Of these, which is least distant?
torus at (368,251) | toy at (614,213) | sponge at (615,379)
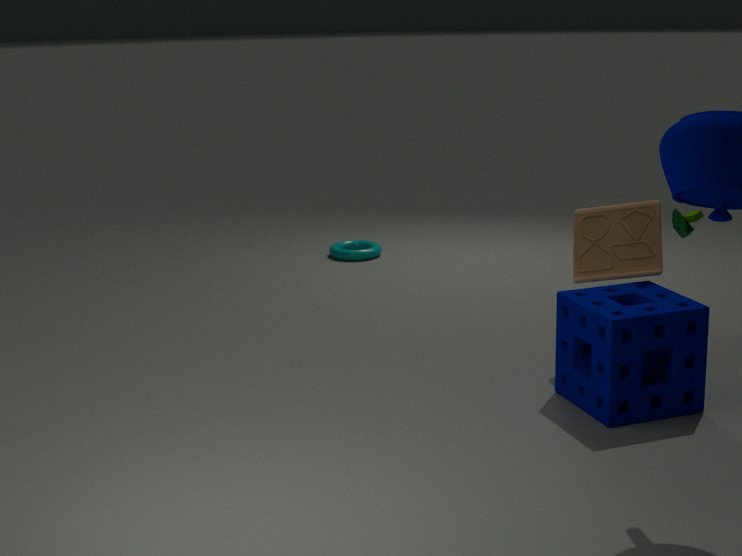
sponge at (615,379)
